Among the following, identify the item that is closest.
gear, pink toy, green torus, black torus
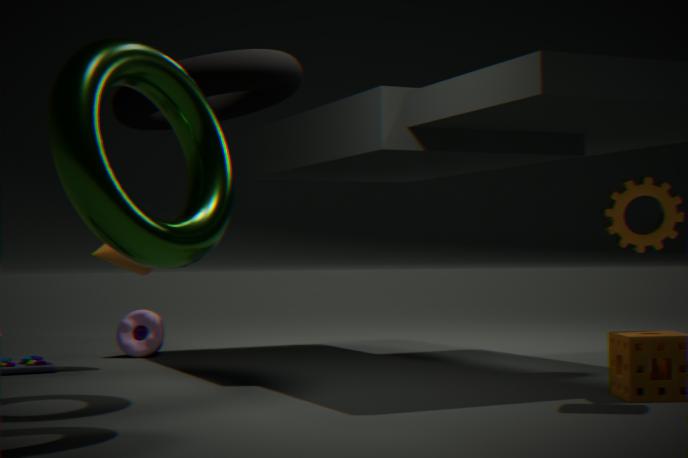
green torus
